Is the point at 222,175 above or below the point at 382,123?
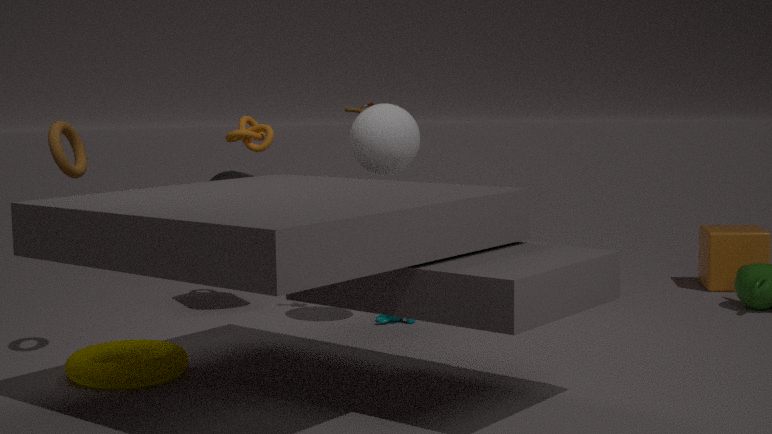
below
